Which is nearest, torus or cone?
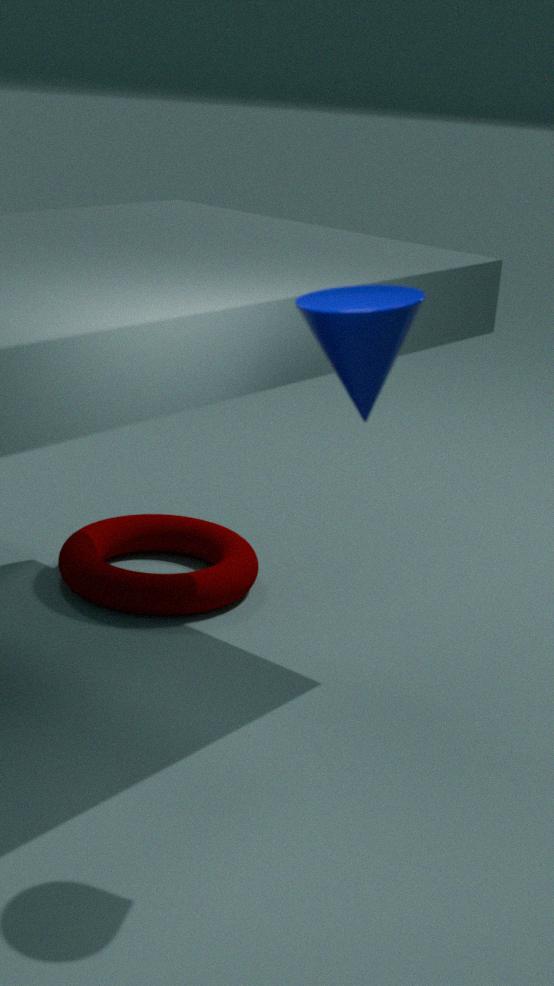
cone
